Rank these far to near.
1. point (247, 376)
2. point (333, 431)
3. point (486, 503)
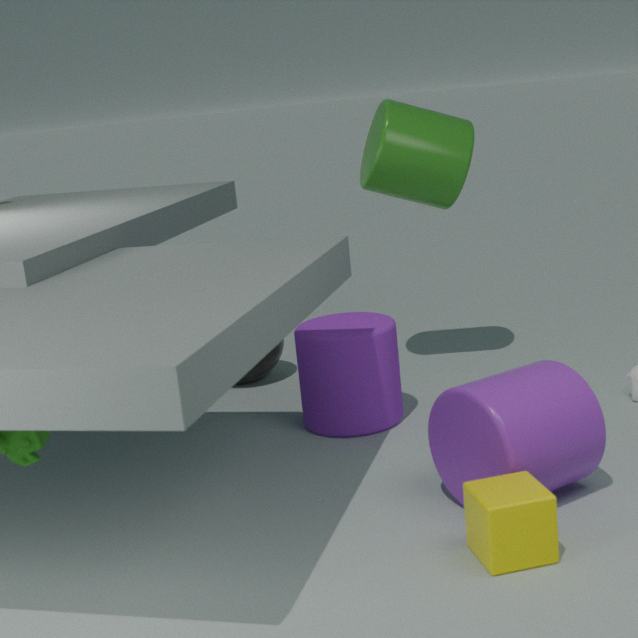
1. point (247, 376)
2. point (333, 431)
3. point (486, 503)
